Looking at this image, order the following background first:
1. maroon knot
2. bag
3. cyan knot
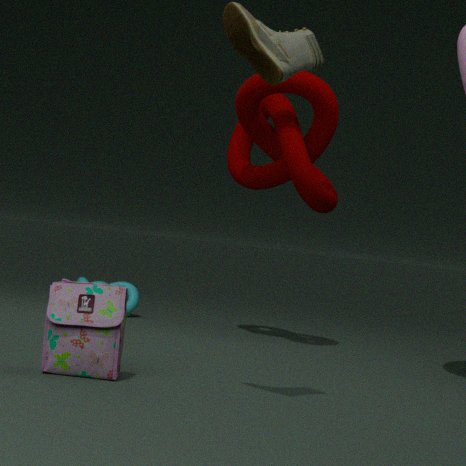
cyan knot
maroon knot
bag
